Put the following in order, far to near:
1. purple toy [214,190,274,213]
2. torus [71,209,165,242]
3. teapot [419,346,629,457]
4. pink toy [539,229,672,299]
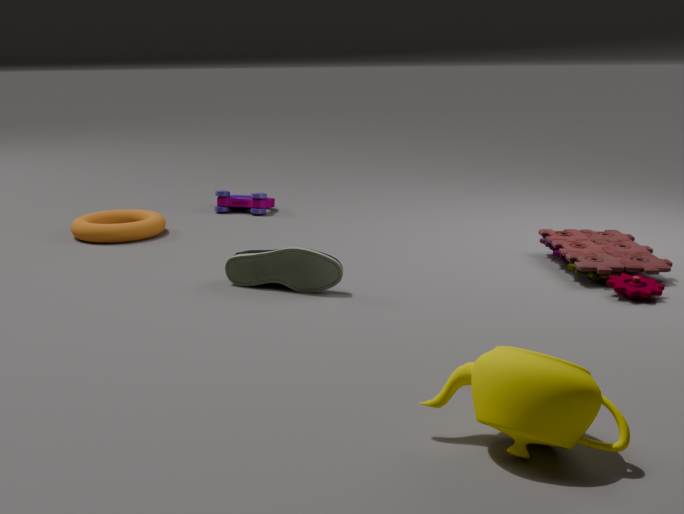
purple toy [214,190,274,213], torus [71,209,165,242], pink toy [539,229,672,299], teapot [419,346,629,457]
